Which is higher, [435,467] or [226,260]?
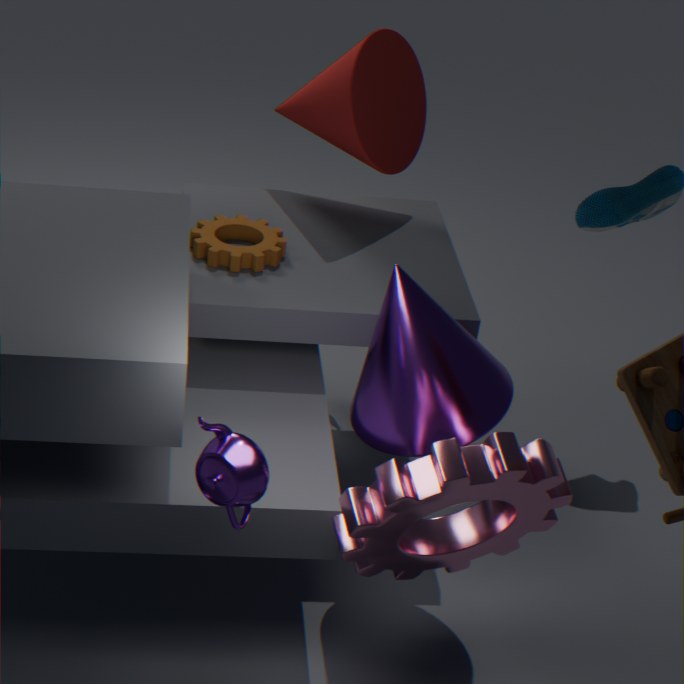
[226,260]
